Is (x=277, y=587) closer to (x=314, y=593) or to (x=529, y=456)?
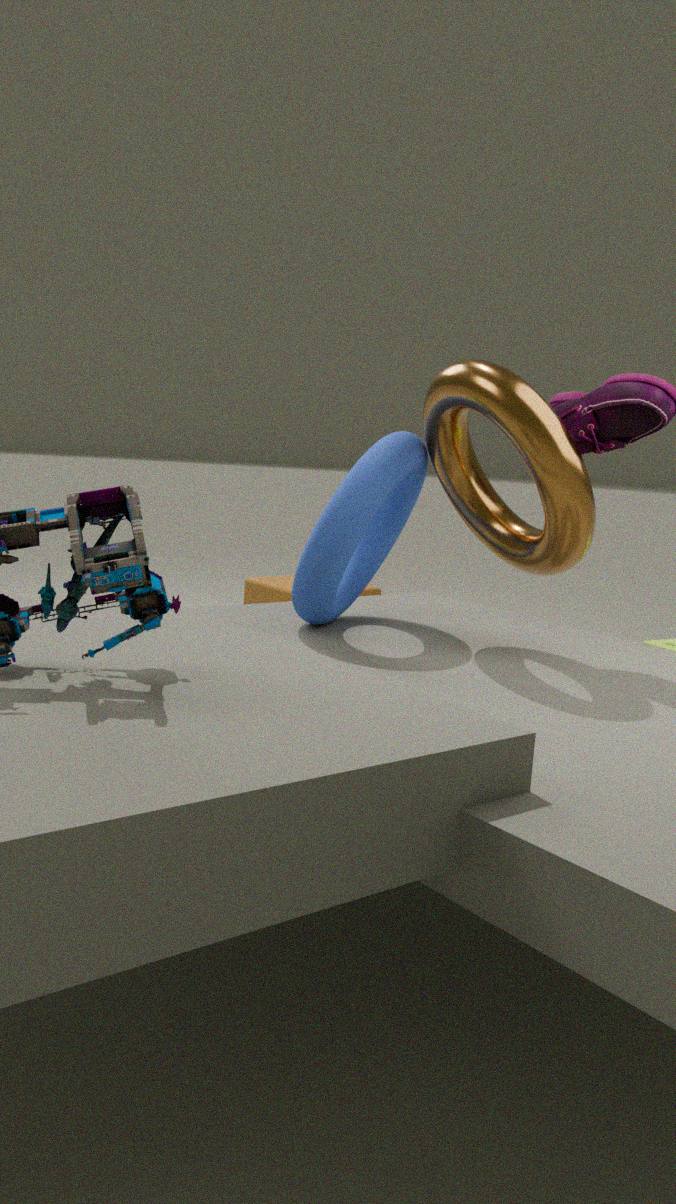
(x=314, y=593)
